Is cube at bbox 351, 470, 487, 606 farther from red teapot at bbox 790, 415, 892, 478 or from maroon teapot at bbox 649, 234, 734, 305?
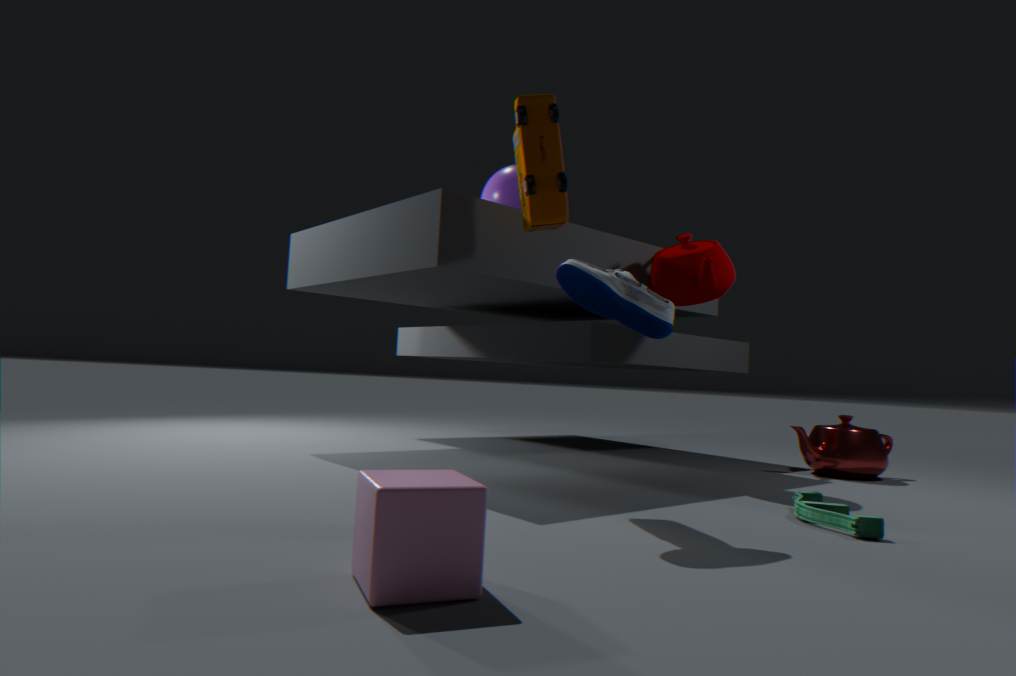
red teapot at bbox 790, 415, 892, 478
